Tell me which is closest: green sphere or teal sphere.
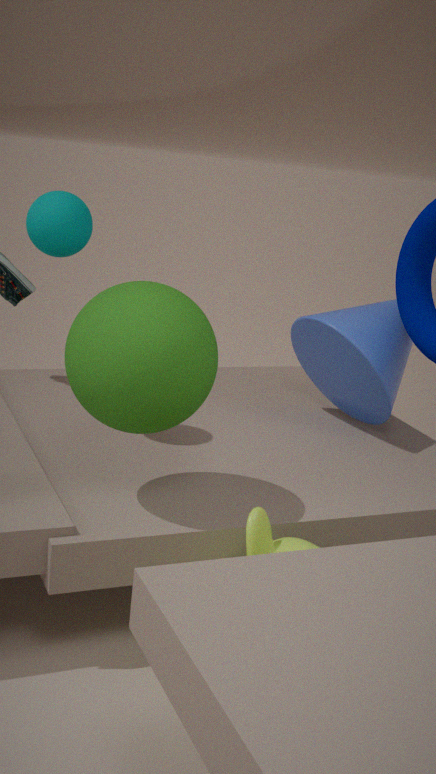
green sphere
